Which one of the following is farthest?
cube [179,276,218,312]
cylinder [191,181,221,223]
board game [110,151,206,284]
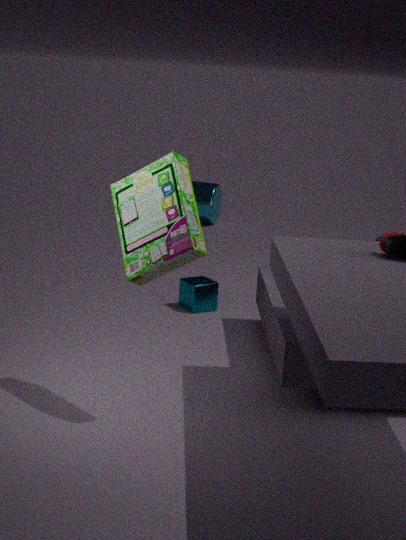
cylinder [191,181,221,223]
